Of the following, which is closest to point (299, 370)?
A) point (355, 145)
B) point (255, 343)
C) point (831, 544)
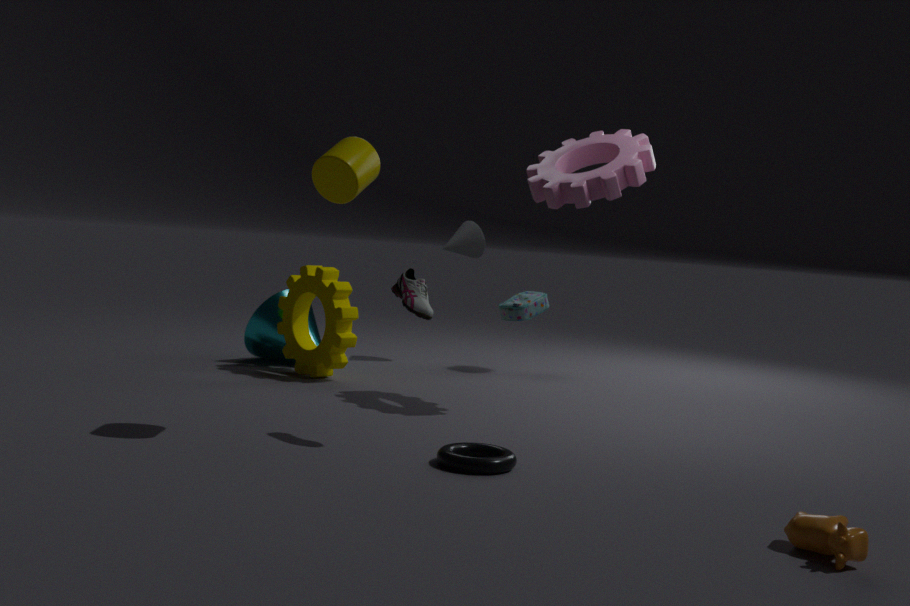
point (255, 343)
